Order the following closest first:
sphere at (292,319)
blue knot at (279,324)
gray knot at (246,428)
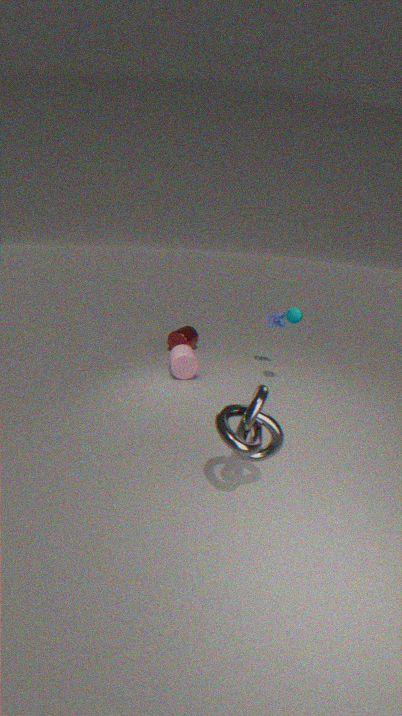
gray knot at (246,428)
sphere at (292,319)
blue knot at (279,324)
